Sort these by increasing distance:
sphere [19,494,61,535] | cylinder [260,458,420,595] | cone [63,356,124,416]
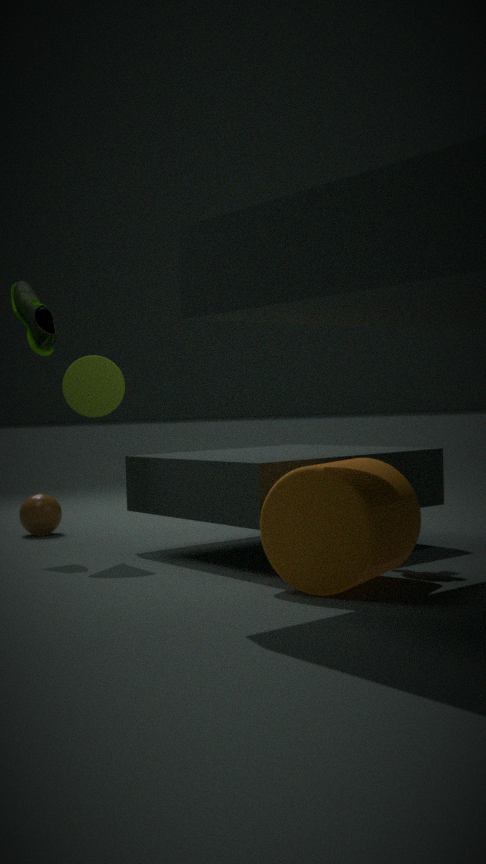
1. cylinder [260,458,420,595]
2. cone [63,356,124,416]
3. sphere [19,494,61,535]
